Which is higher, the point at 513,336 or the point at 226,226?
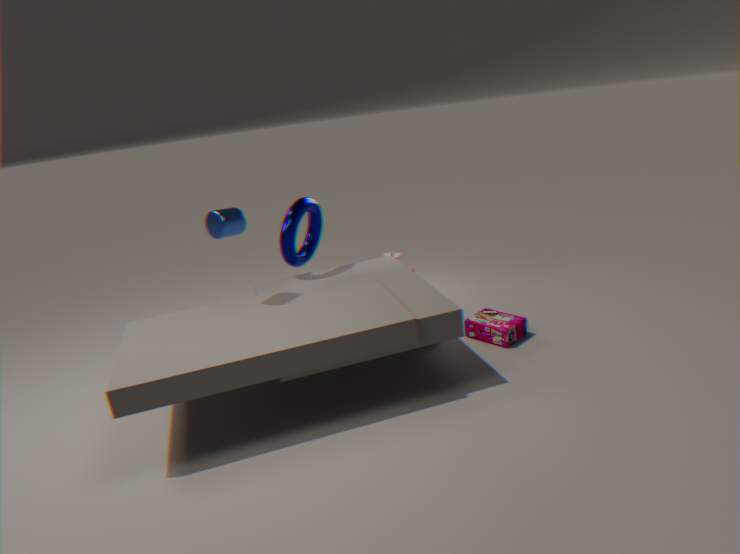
the point at 226,226
